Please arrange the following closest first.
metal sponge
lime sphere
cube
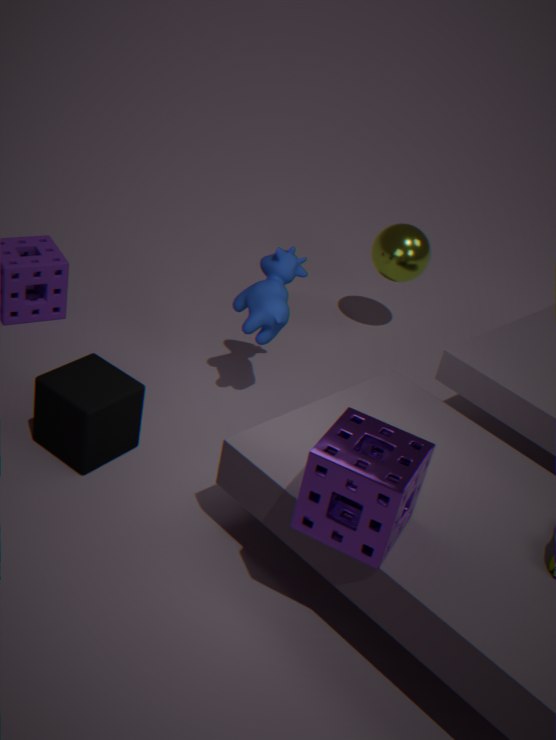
metal sponge → cube → lime sphere
